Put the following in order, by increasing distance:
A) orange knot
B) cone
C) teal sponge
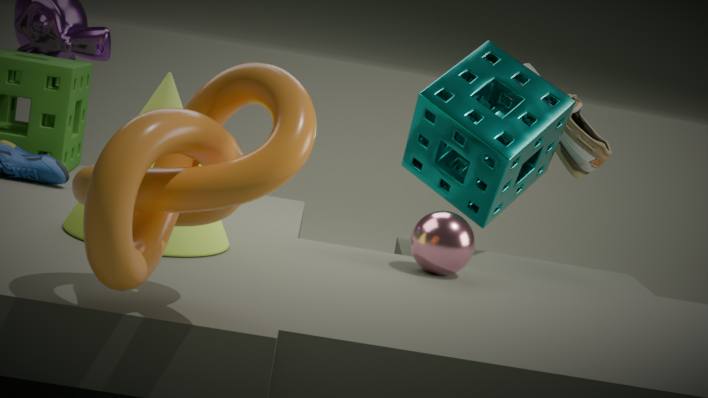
orange knot < cone < teal sponge
